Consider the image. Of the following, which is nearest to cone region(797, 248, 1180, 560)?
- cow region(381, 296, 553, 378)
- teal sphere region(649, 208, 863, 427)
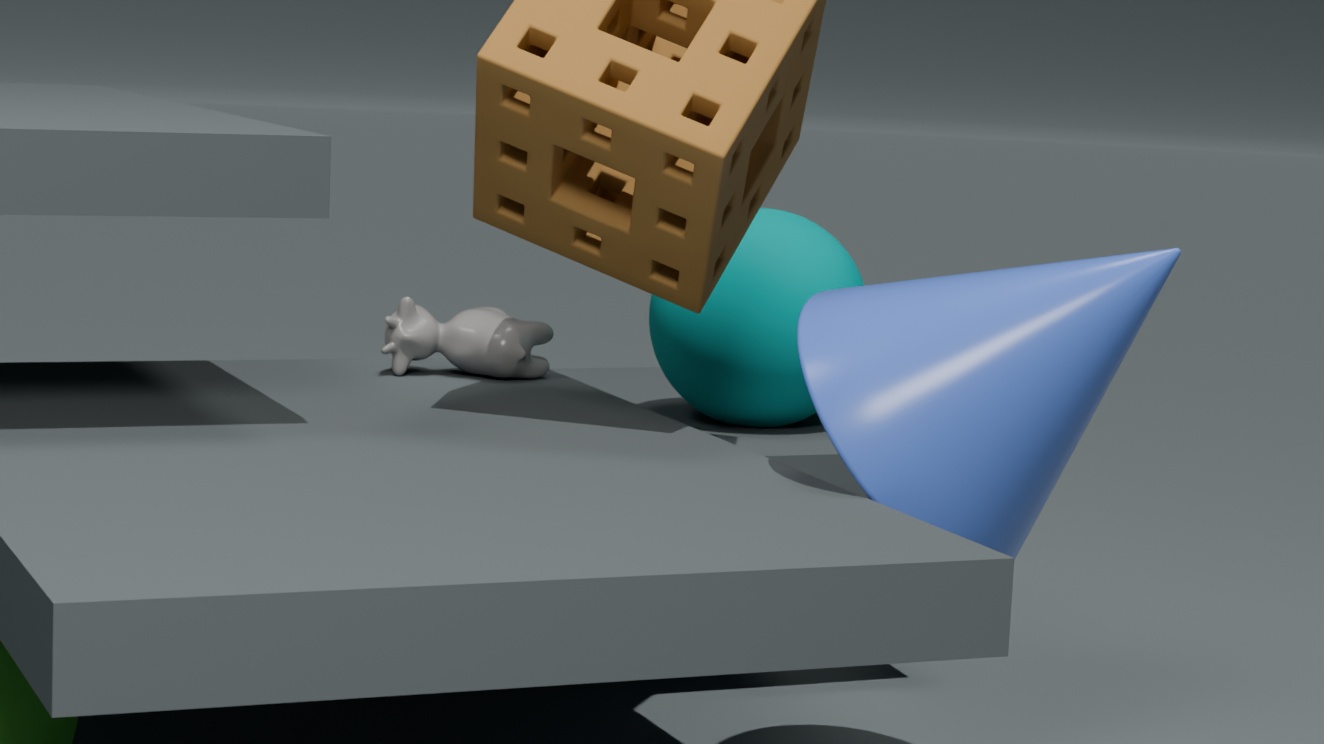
teal sphere region(649, 208, 863, 427)
